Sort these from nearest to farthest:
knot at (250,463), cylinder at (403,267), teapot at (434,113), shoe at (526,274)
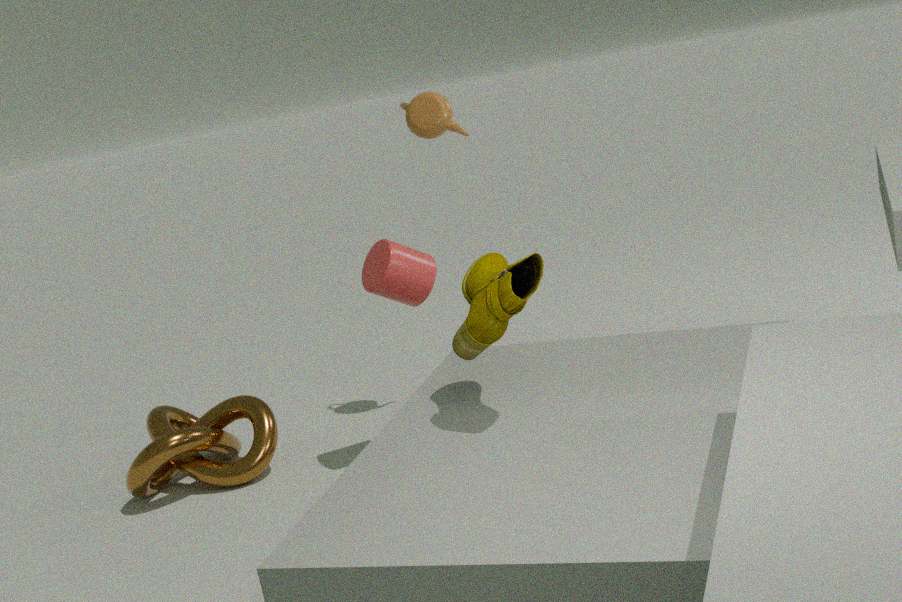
shoe at (526,274) < cylinder at (403,267) < knot at (250,463) < teapot at (434,113)
